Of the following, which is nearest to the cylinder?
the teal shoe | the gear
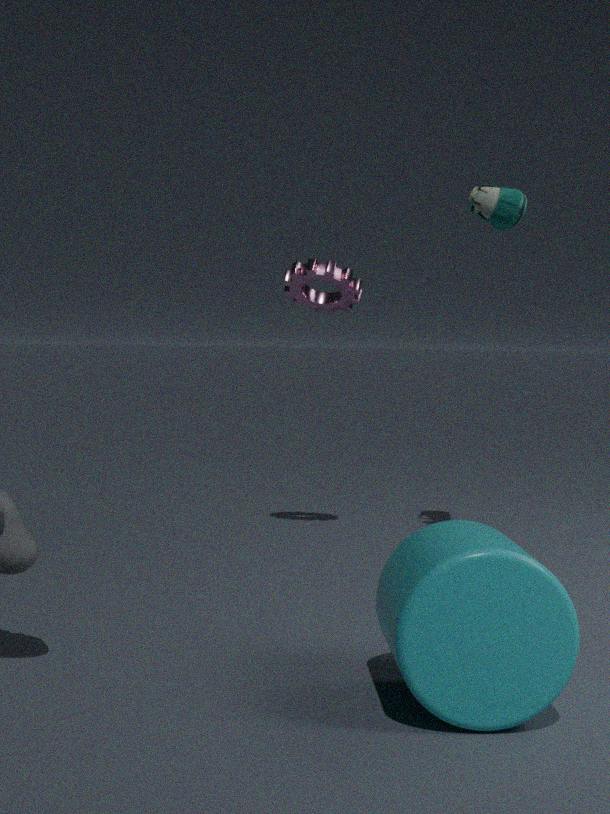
the teal shoe
